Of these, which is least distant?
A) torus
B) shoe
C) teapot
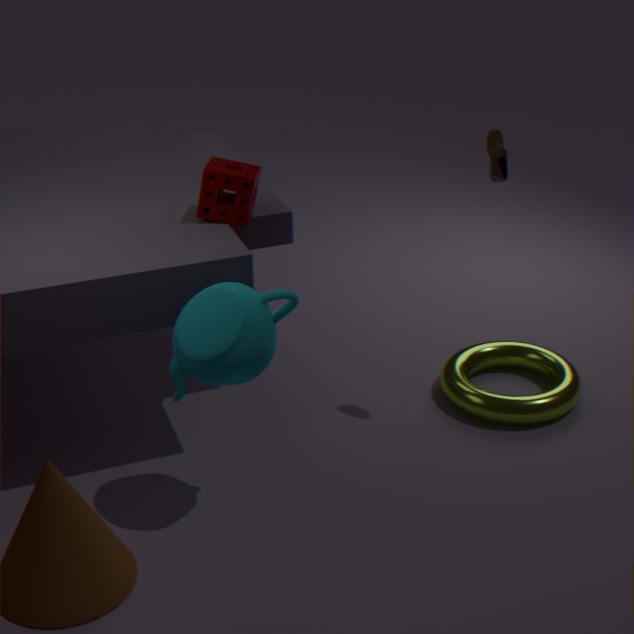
teapot
